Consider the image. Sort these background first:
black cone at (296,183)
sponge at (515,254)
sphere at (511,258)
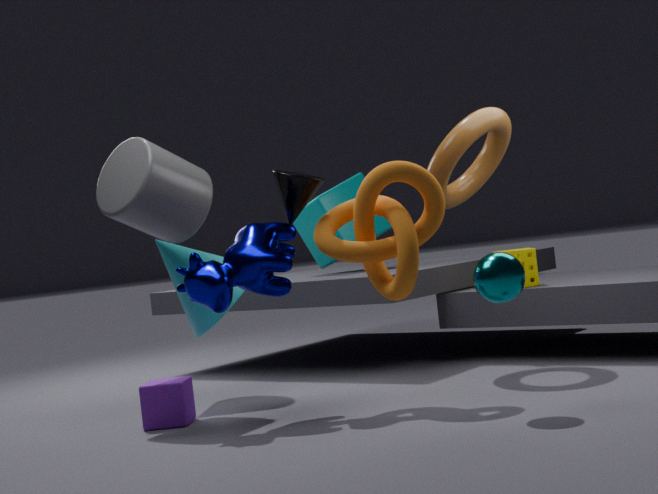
sponge at (515,254) < black cone at (296,183) < sphere at (511,258)
